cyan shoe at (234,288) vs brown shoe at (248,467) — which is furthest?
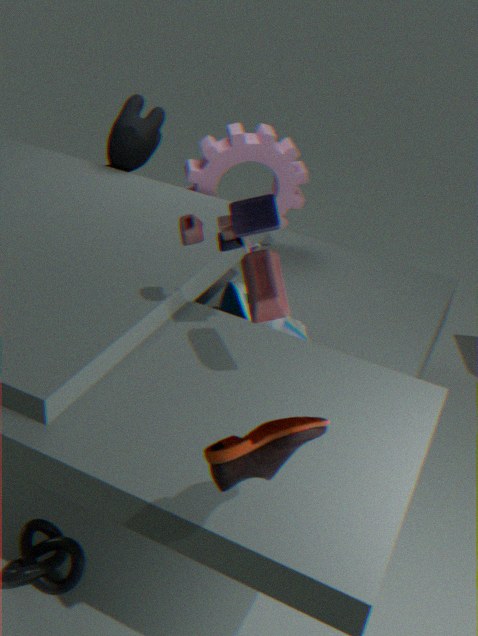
cyan shoe at (234,288)
